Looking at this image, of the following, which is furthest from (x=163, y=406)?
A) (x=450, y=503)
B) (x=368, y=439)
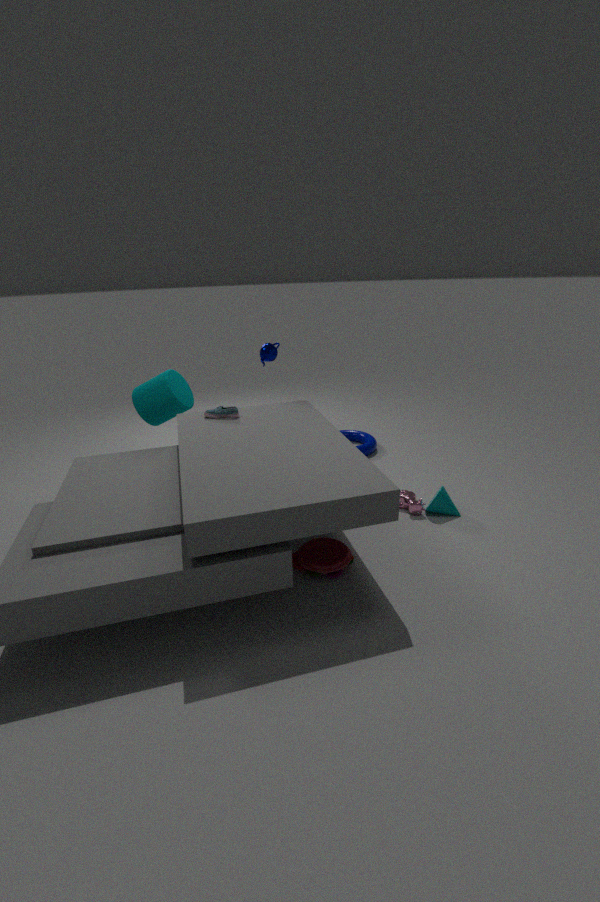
(x=450, y=503)
